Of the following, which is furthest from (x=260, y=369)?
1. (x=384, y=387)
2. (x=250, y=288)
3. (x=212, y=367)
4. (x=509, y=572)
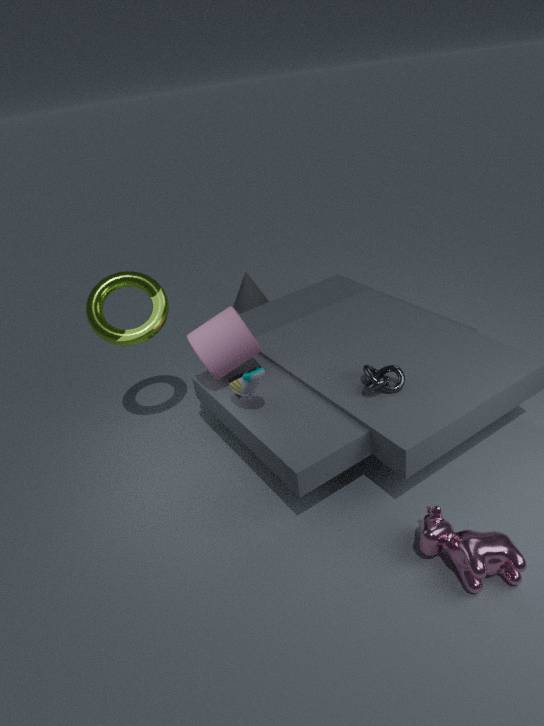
(x=250, y=288)
